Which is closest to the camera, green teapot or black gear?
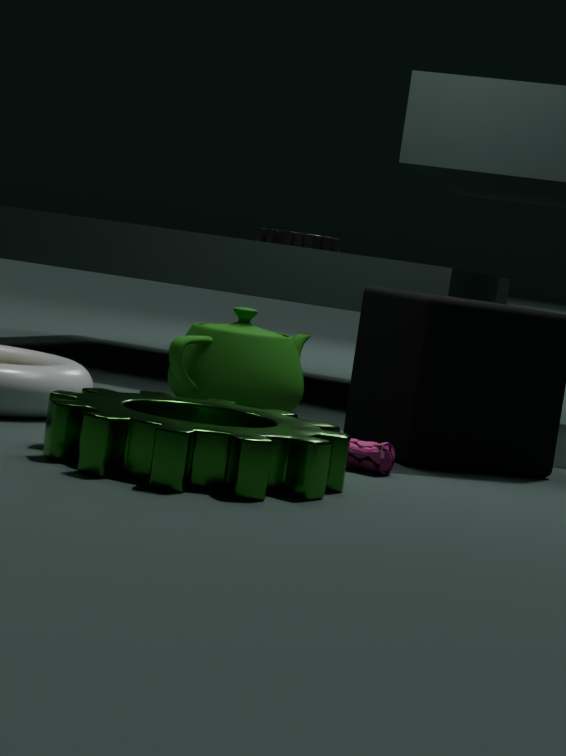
green teapot
